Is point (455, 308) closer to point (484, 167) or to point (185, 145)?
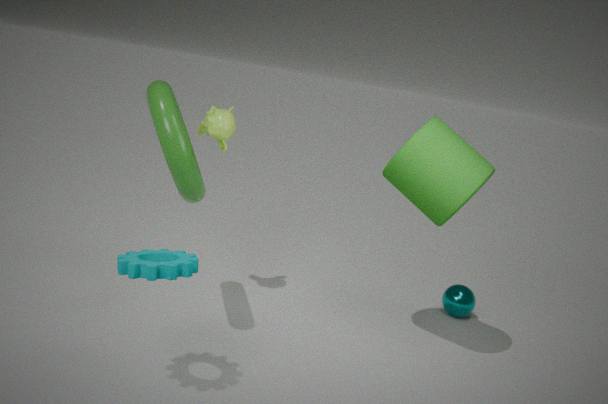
point (484, 167)
